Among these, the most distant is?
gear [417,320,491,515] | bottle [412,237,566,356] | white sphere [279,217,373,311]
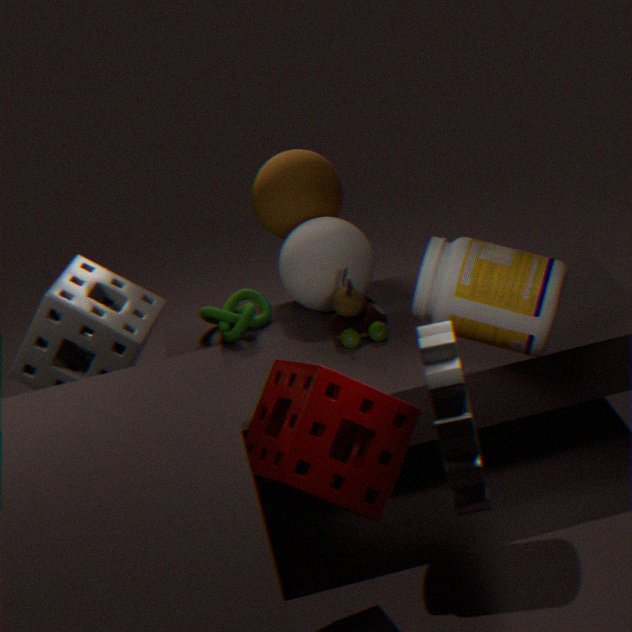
white sphere [279,217,373,311]
